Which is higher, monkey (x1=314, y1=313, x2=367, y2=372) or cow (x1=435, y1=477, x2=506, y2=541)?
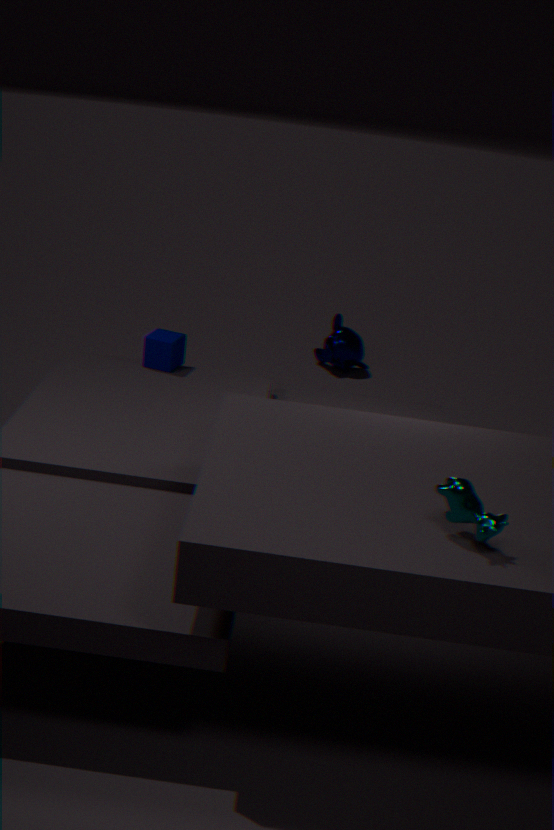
cow (x1=435, y1=477, x2=506, y2=541)
